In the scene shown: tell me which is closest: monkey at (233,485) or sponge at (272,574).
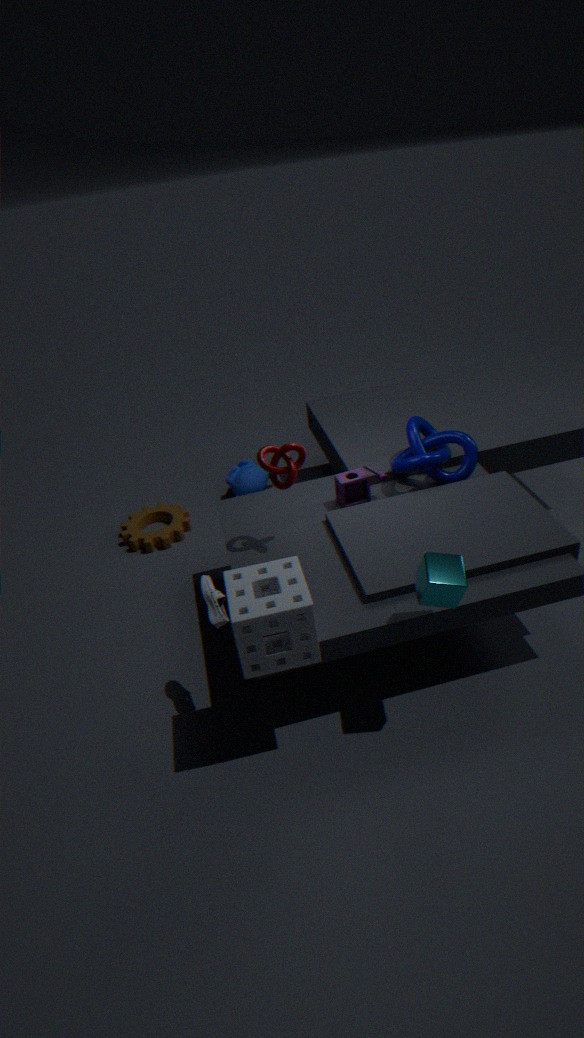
sponge at (272,574)
